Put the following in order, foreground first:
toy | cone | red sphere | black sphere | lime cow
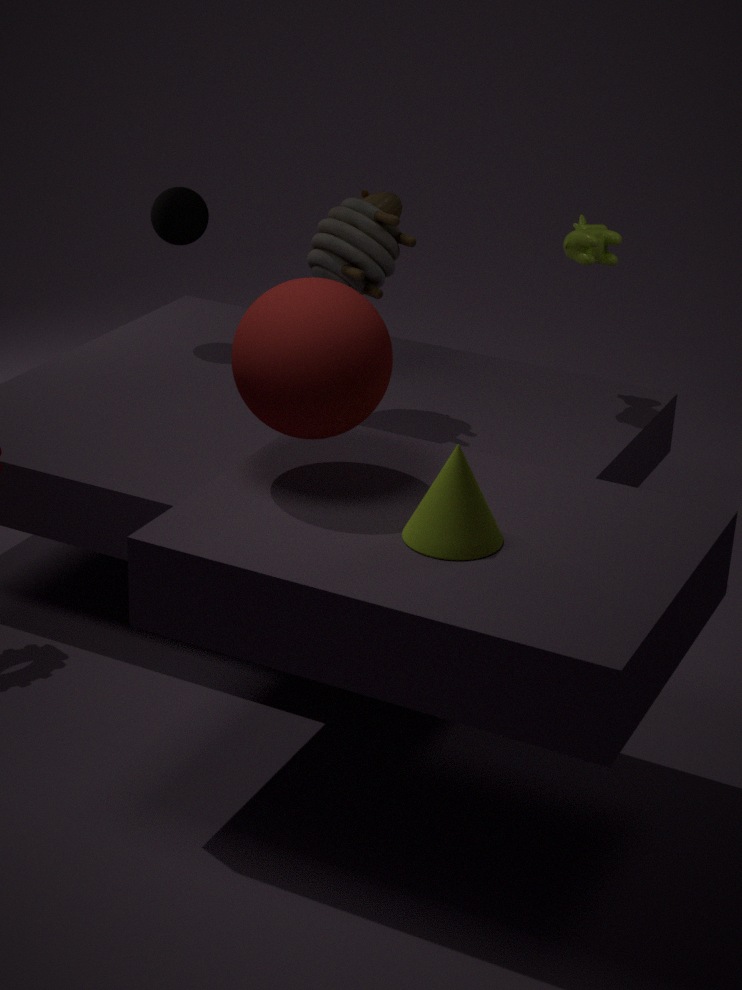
cone, red sphere, toy, lime cow, black sphere
